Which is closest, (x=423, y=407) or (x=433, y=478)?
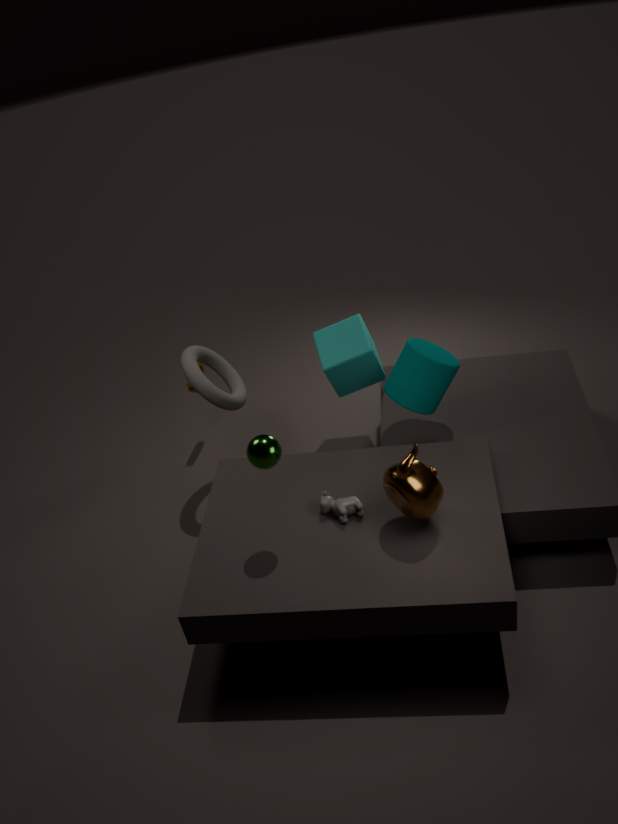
(x=433, y=478)
